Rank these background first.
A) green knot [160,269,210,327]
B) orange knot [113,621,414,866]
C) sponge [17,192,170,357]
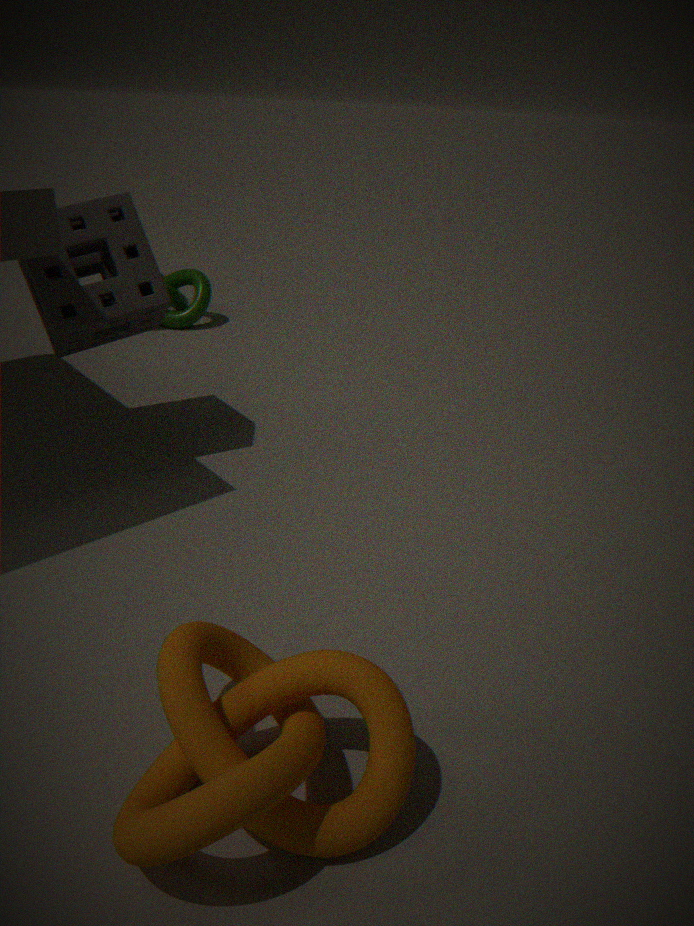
green knot [160,269,210,327], sponge [17,192,170,357], orange knot [113,621,414,866]
